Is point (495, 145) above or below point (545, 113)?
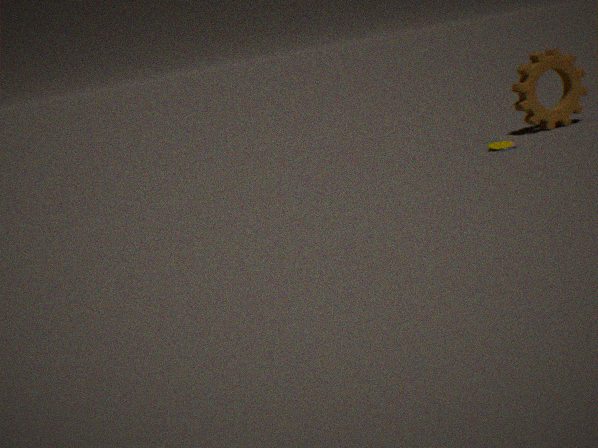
below
